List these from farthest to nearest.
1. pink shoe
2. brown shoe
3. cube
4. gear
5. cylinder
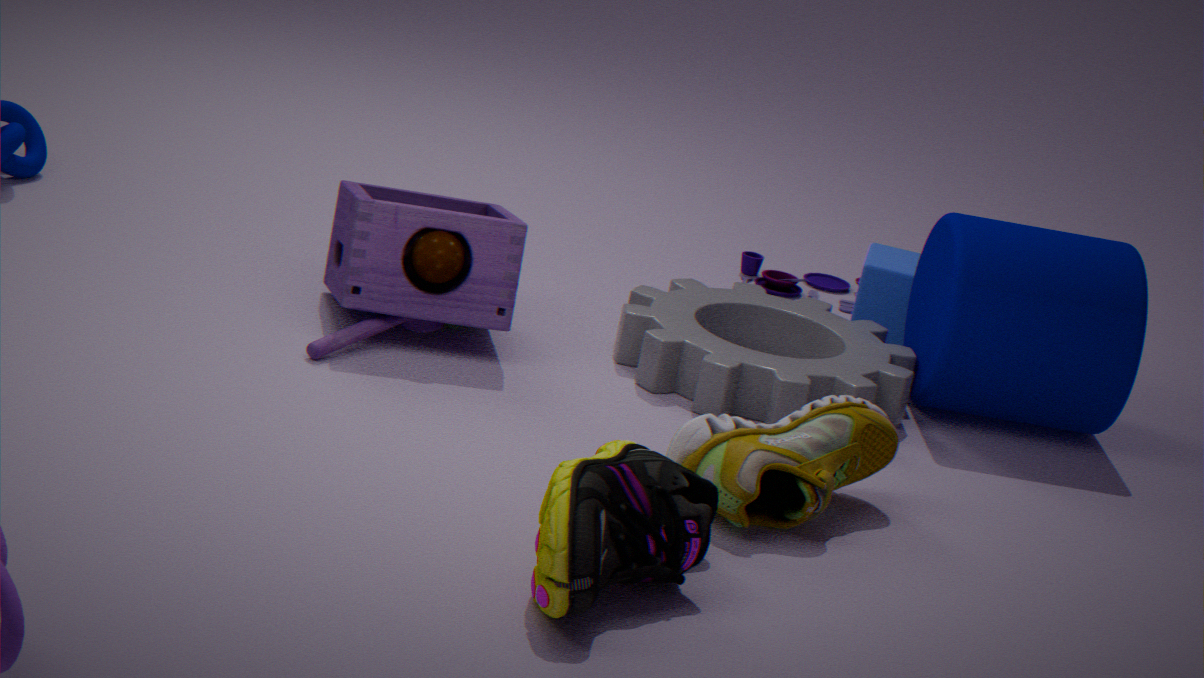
cube → cylinder → gear → brown shoe → pink shoe
